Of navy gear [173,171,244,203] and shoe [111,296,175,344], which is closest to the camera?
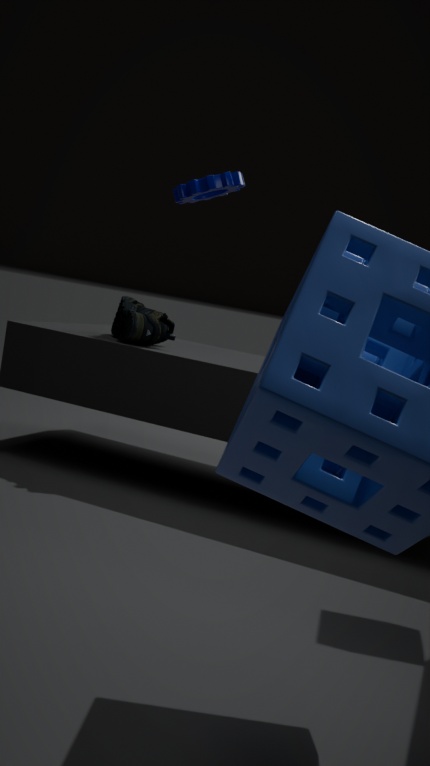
shoe [111,296,175,344]
